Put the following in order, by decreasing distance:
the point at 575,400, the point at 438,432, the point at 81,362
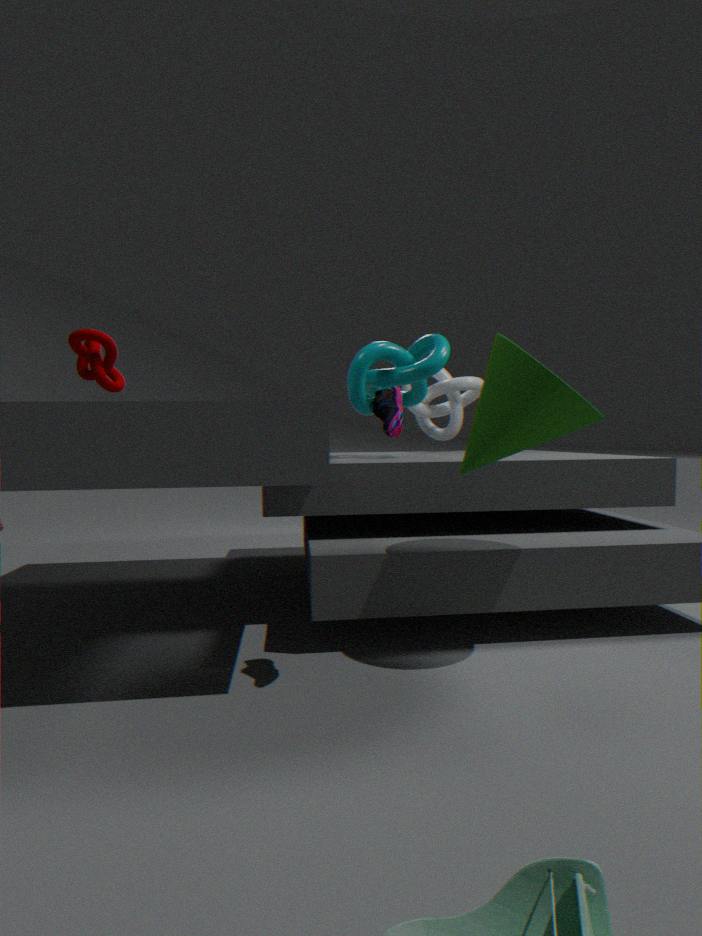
the point at 438,432 → the point at 81,362 → the point at 575,400
